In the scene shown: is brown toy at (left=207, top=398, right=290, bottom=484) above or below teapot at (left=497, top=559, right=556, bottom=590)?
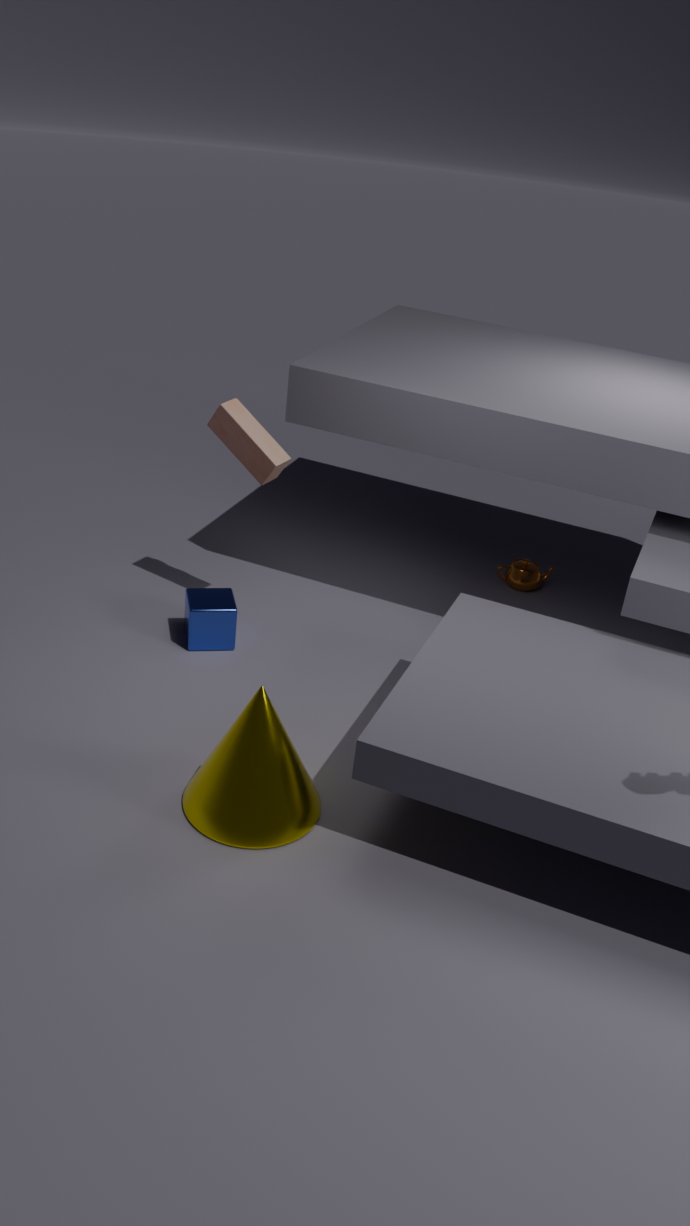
above
